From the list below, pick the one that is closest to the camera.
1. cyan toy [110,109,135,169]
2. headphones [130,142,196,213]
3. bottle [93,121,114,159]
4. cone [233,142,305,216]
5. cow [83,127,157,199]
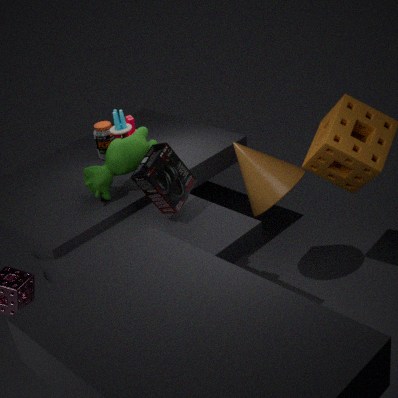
headphones [130,142,196,213]
